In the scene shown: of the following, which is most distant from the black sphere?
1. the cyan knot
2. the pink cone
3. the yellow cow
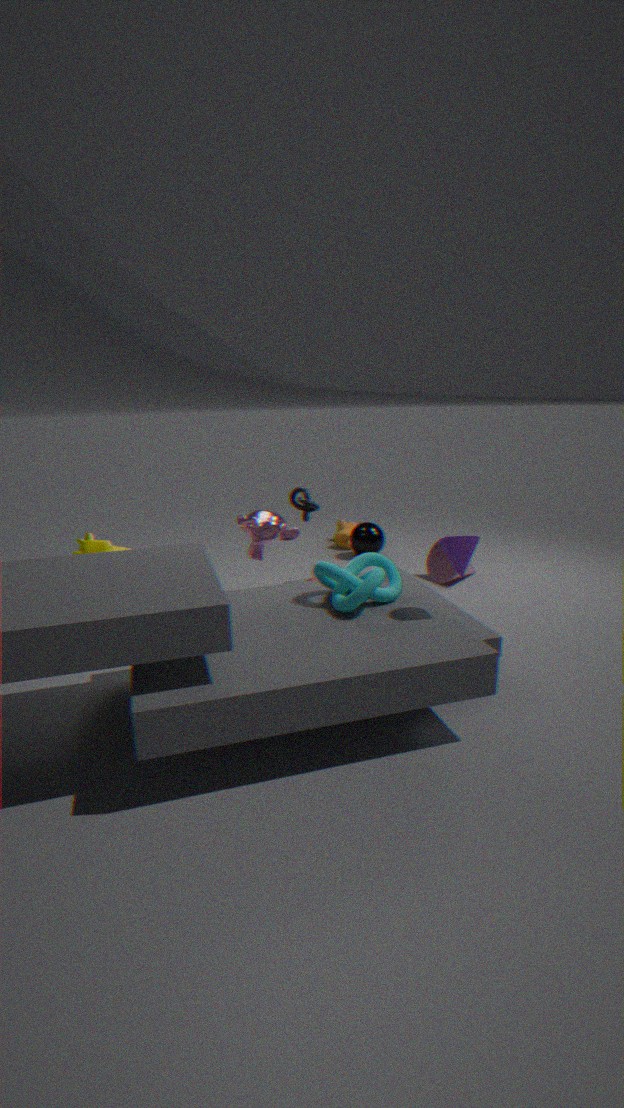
the yellow cow
